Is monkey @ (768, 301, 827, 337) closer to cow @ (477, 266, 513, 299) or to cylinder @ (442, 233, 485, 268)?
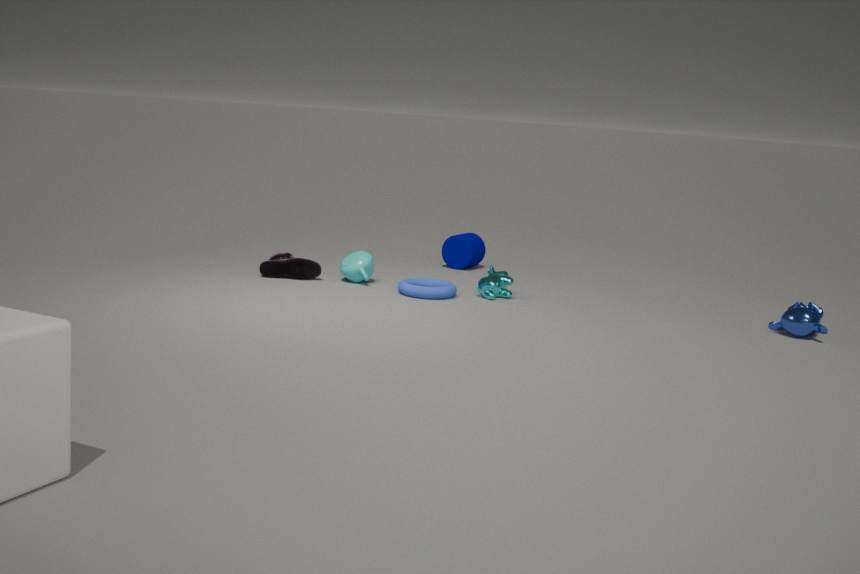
cow @ (477, 266, 513, 299)
